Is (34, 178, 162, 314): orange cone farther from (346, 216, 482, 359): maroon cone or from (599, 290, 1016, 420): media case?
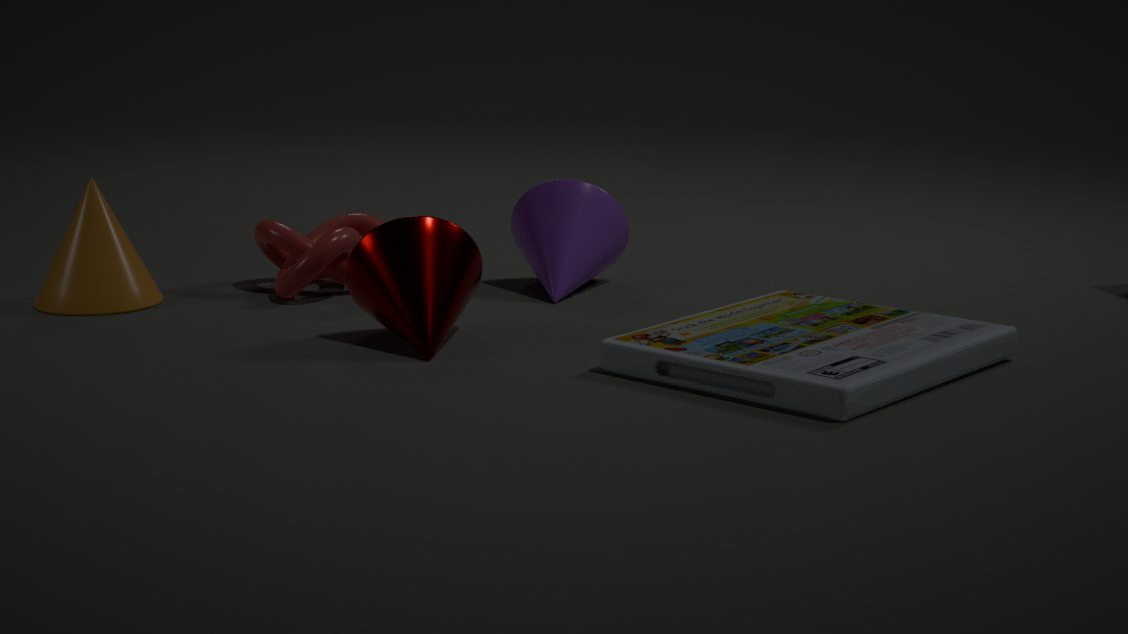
(599, 290, 1016, 420): media case
